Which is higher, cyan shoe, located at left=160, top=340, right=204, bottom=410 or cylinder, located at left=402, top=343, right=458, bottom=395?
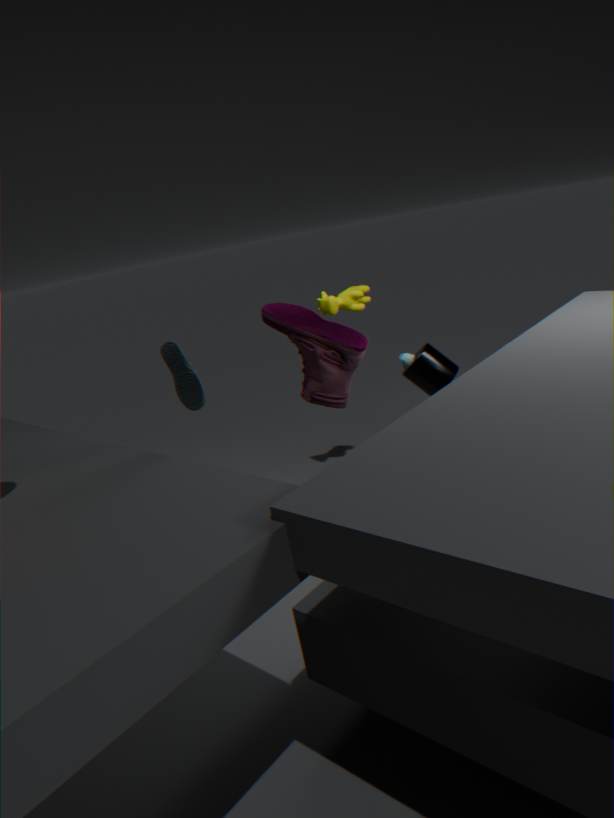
cyan shoe, located at left=160, top=340, right=204, bottom=410
